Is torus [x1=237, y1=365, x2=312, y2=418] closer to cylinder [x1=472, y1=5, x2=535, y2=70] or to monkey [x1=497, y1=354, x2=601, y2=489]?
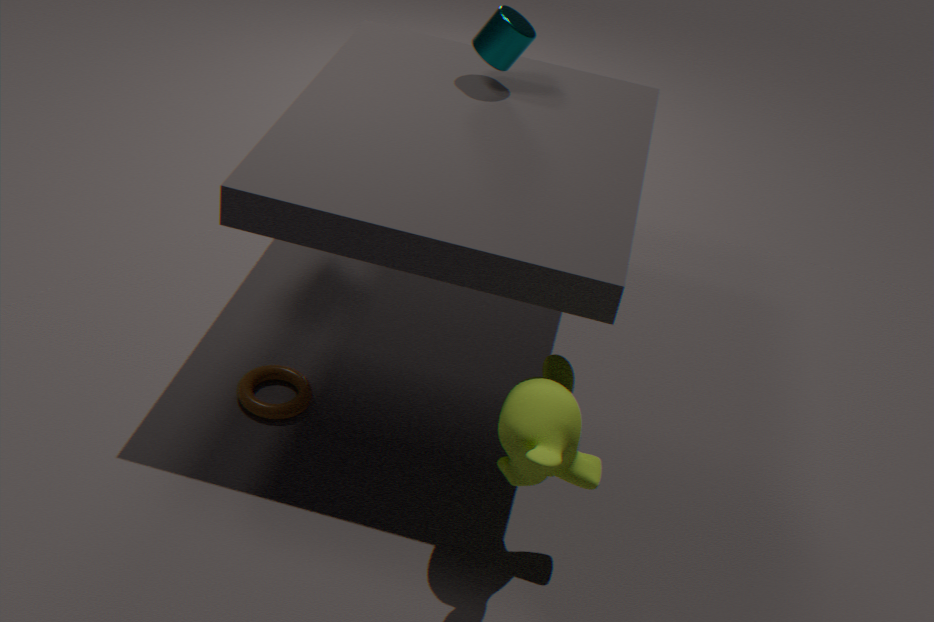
monkey [x1=497, y1=354, x2=601, y2=489]
